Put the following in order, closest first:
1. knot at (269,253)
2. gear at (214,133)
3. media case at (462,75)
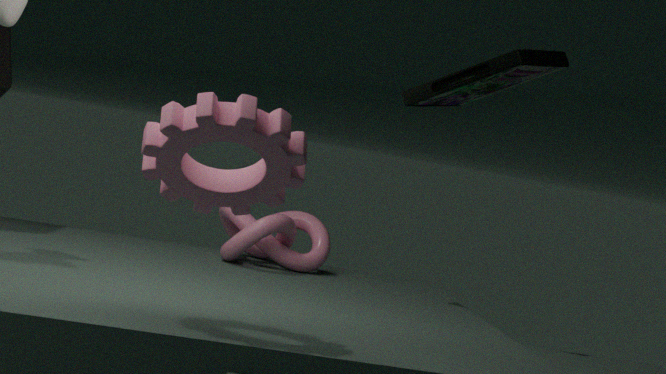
gear at (214,133) < media case at (462,75) < knot at (269,253)
